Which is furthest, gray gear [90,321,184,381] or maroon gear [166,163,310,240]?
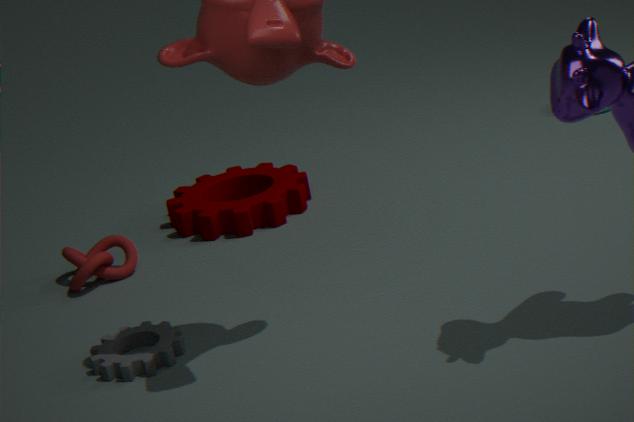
maroon gear [166,163,310,240]
